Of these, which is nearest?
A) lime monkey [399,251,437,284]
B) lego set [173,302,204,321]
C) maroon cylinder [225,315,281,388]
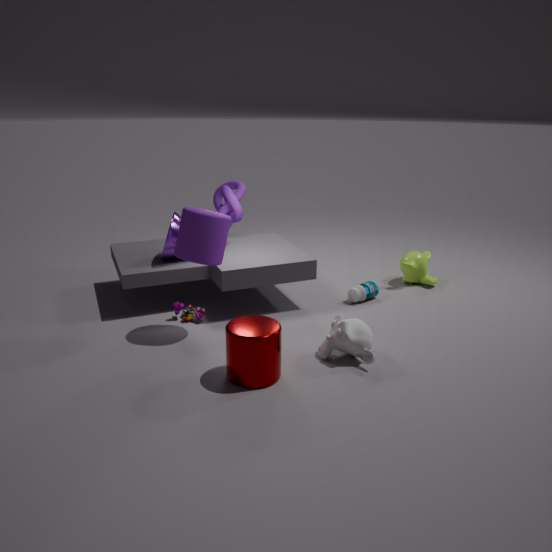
maroon cylinder [225,315,281,388]
